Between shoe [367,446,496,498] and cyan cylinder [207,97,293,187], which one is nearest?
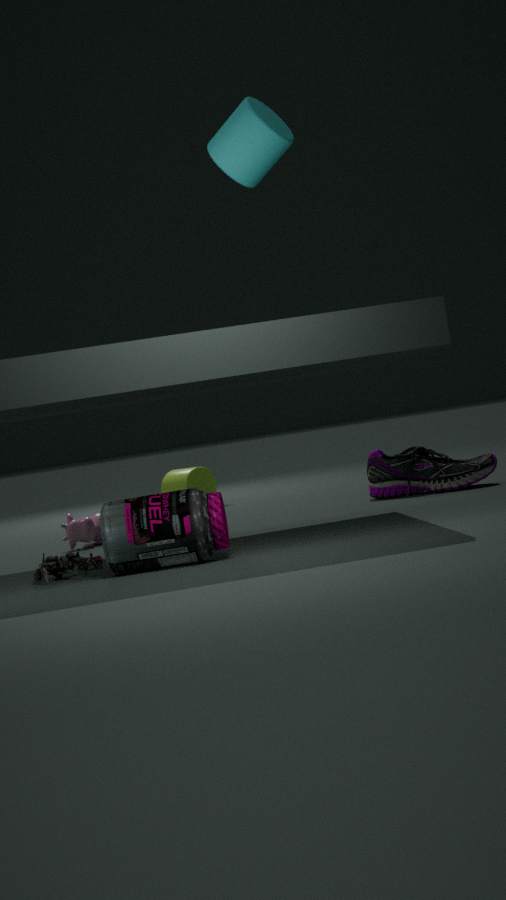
cyan cylinder [207,97,293,187]
